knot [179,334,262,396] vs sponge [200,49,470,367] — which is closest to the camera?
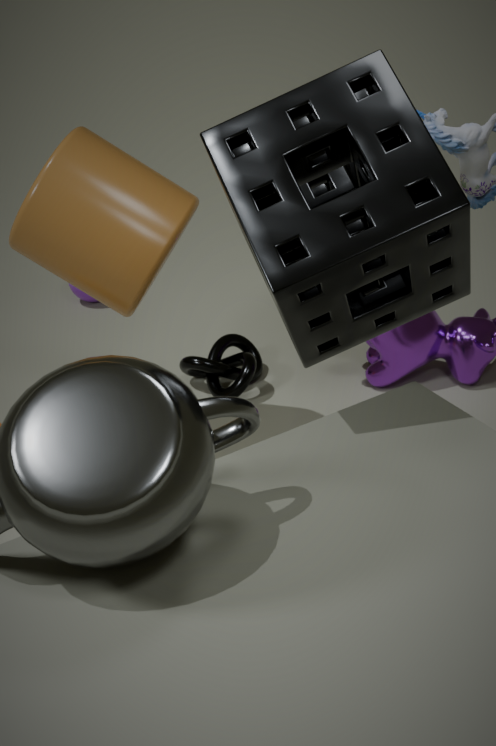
sponge [200,49,470,367]
